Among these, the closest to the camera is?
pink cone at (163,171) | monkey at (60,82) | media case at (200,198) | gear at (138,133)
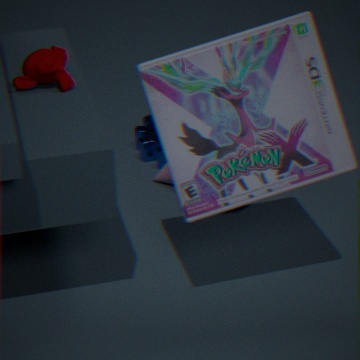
media case at (200,198)
